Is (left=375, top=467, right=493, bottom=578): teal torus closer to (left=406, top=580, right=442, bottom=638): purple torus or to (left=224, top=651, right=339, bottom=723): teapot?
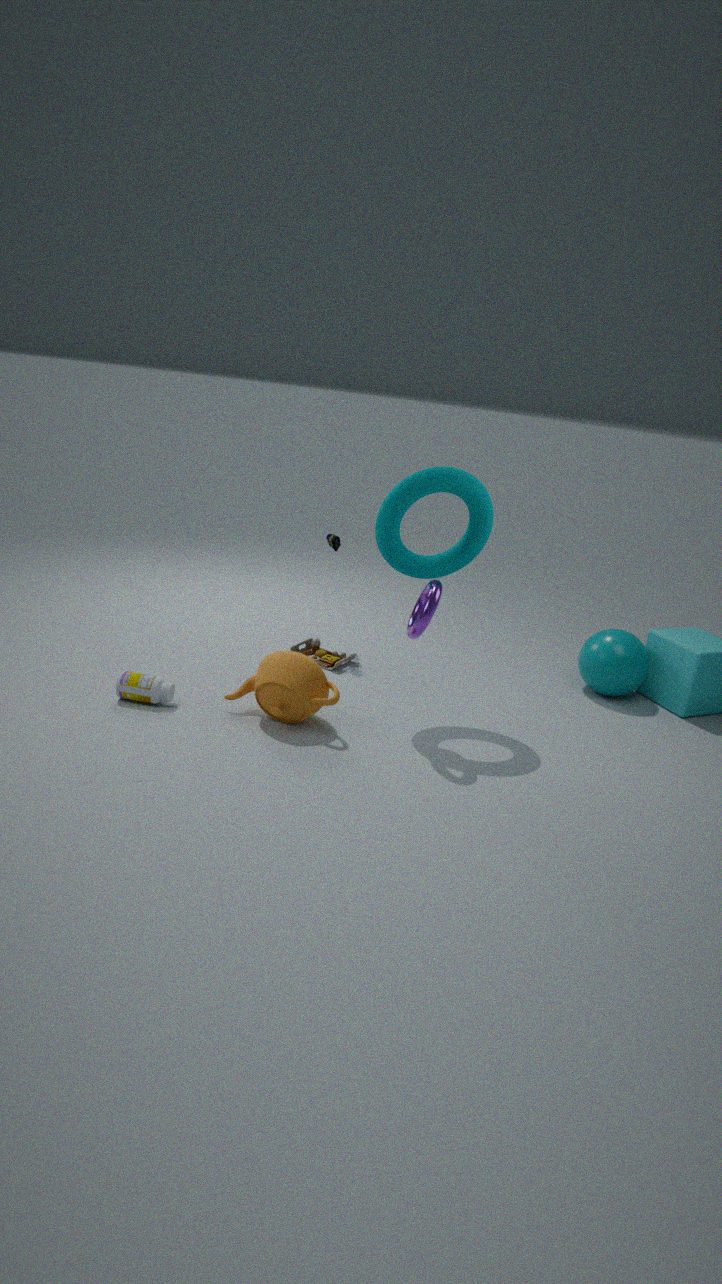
(left=406, top=580, right=442, bottom=638): purple torus
